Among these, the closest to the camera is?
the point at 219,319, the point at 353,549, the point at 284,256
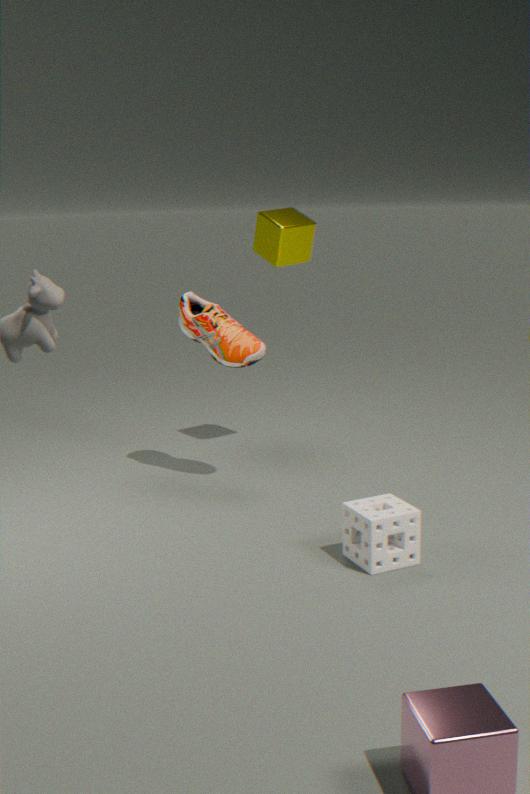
the point at 353,549
